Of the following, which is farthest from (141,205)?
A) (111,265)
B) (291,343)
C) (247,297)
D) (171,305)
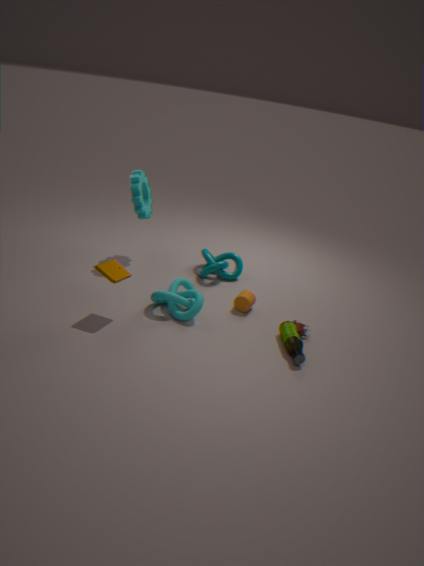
(291,343)
